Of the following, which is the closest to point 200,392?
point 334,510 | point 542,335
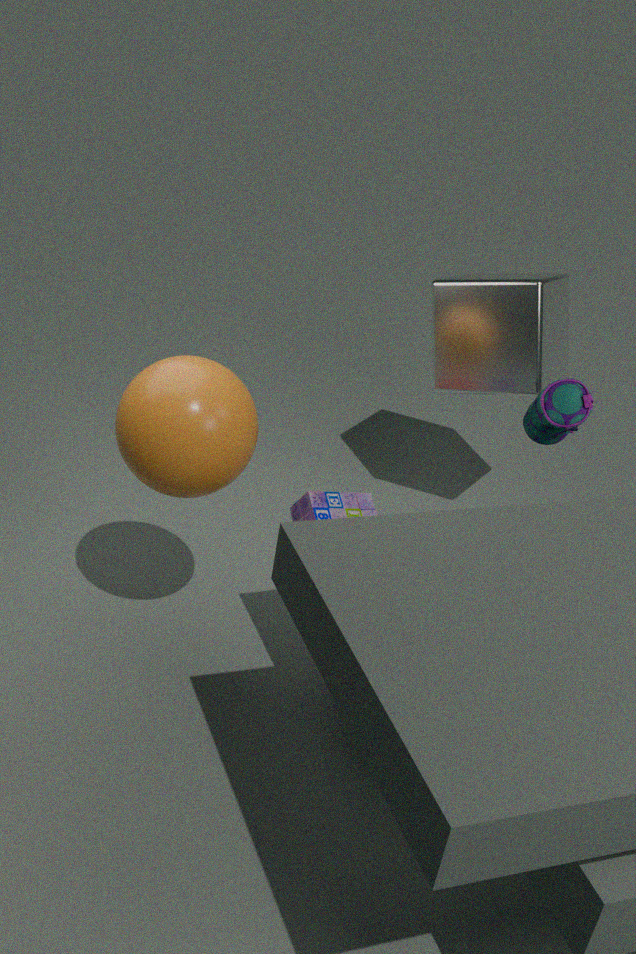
point 334,510
